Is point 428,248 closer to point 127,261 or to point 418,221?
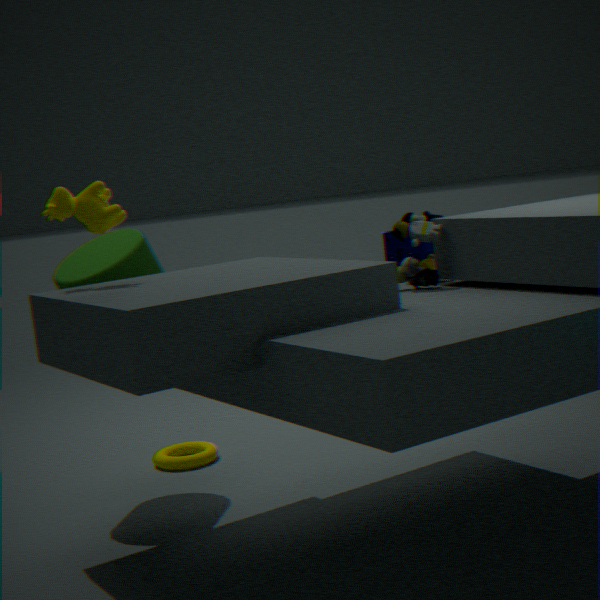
point 418,221
